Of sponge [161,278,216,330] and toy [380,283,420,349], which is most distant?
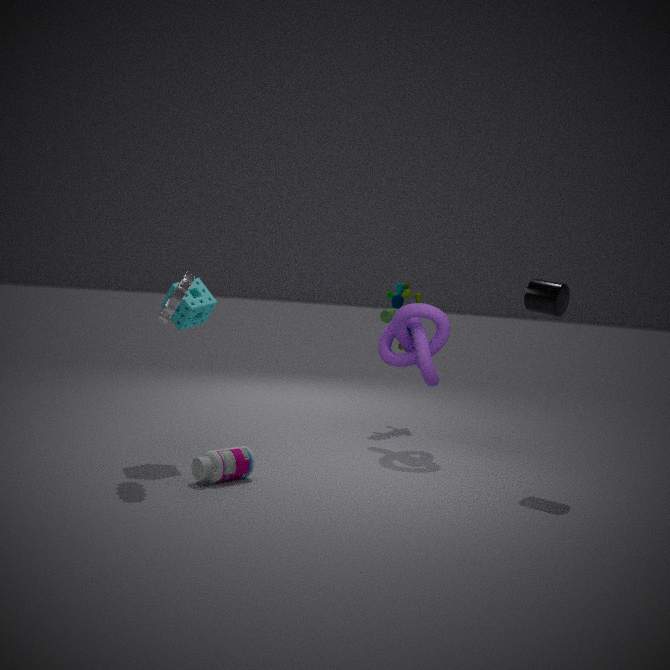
toy [380,283,420,349]
